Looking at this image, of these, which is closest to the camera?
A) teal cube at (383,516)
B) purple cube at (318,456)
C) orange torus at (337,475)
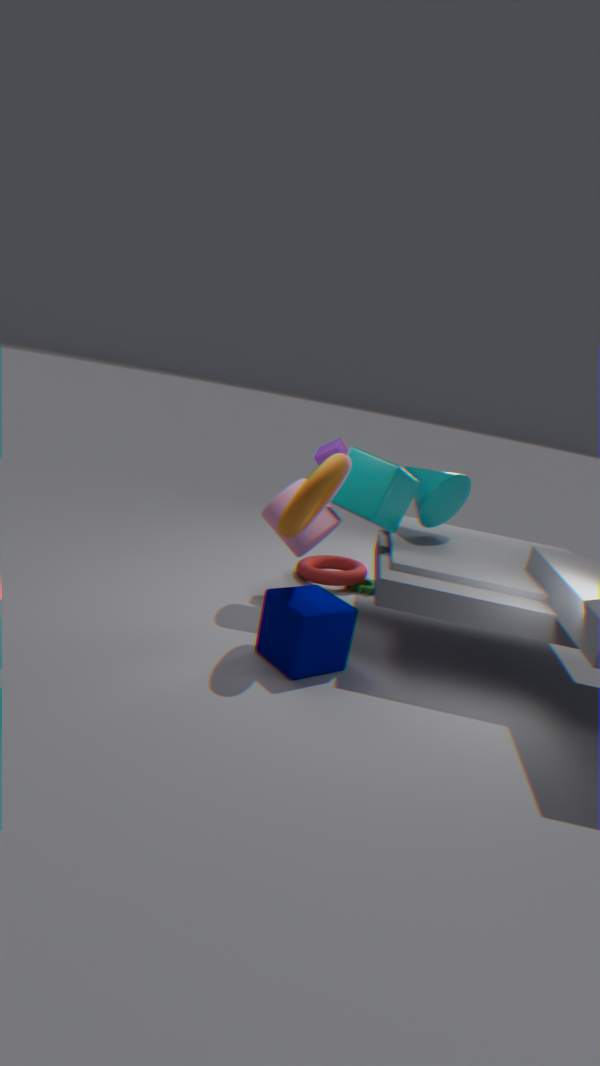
C. orange torus at (337,475)
